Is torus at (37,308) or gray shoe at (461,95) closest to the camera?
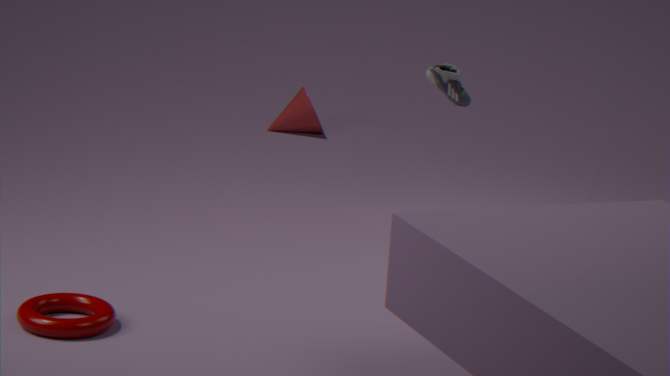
torus at (37,308)
